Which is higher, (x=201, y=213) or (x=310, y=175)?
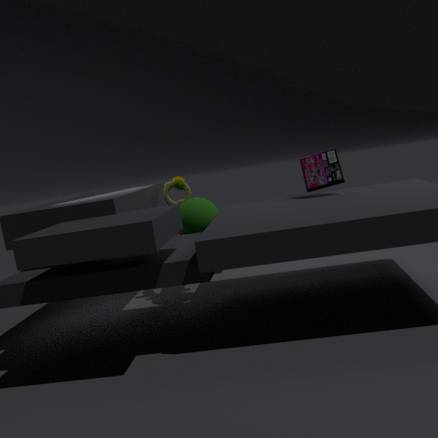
(x=310, y=175)
